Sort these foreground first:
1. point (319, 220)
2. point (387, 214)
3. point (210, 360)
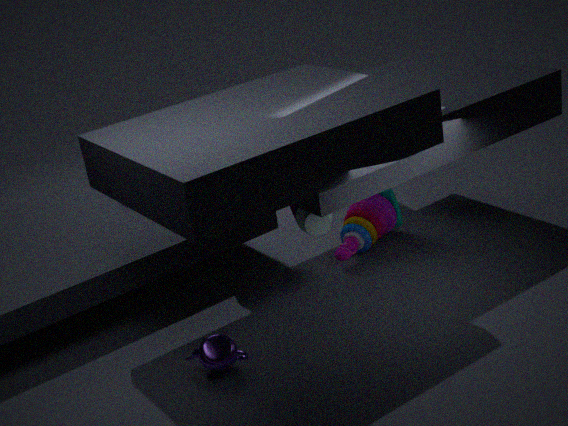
point (210, 360), point (319, 220), point (387, 214)
